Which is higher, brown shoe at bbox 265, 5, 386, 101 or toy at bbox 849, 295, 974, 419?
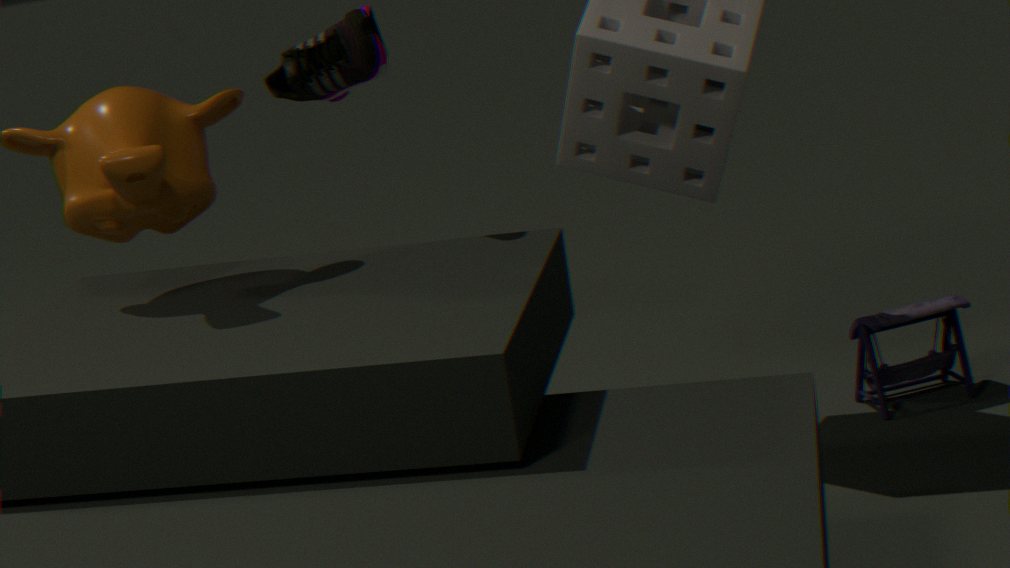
brown shoe at bbox 265, 5, 386, 101
